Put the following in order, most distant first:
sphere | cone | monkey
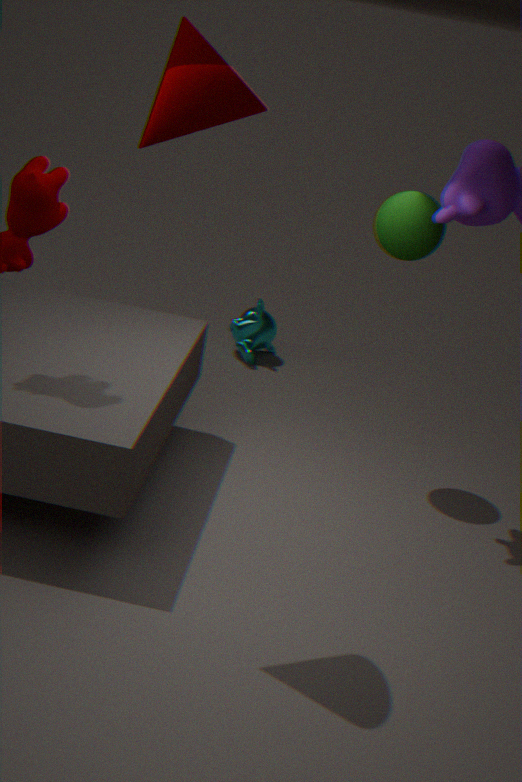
monkey
sphere
cone
